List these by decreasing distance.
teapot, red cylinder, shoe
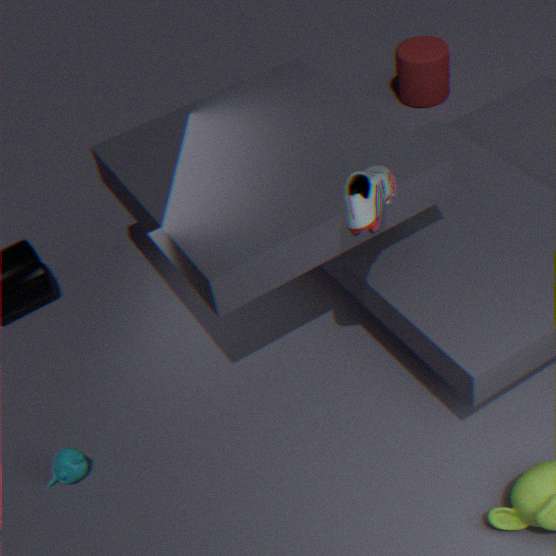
red cylinder, teapot, shoe
